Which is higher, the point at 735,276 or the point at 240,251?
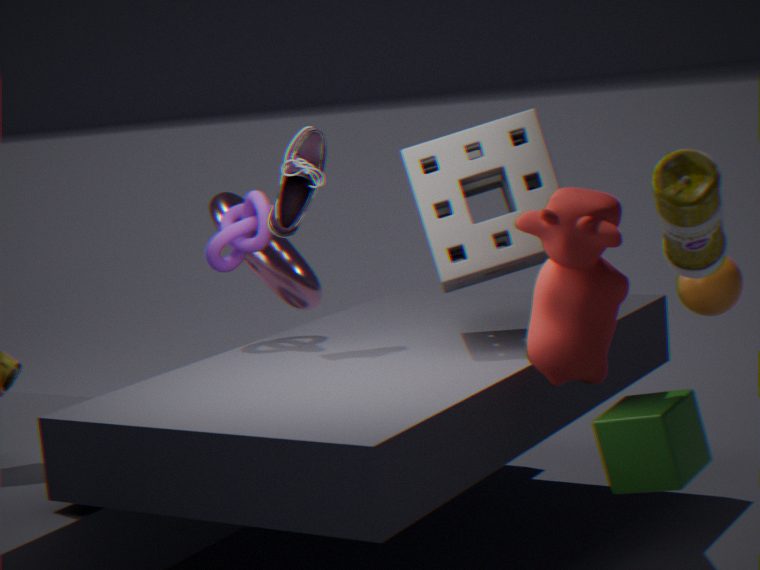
the point at 240,251
